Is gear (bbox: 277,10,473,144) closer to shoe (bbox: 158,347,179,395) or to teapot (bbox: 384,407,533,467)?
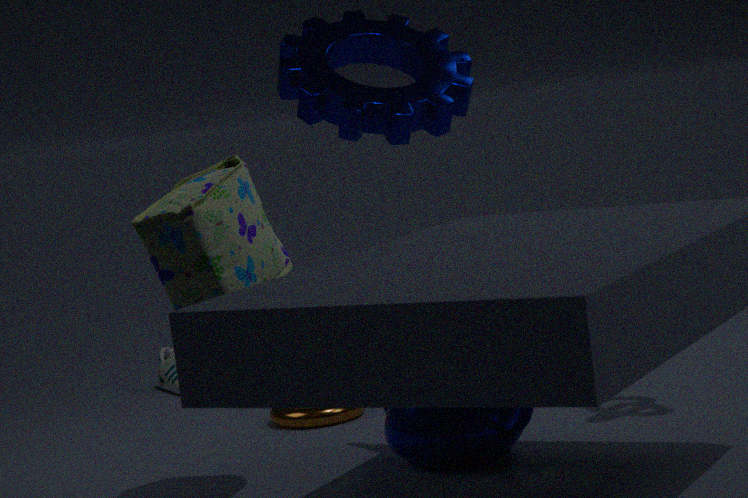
teapot (bbox: 384,407,533,467)
